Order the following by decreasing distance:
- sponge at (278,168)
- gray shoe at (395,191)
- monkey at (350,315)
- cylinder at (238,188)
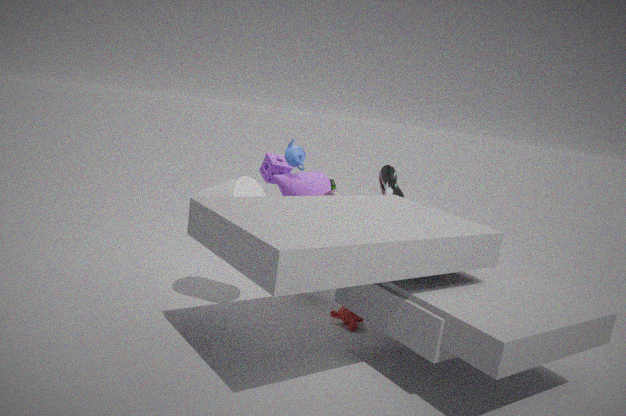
1. sponge at (278,168)
2. gray shoe at (395,191)
3. monkey at (350,315)
4. cylinder at (238,188)
